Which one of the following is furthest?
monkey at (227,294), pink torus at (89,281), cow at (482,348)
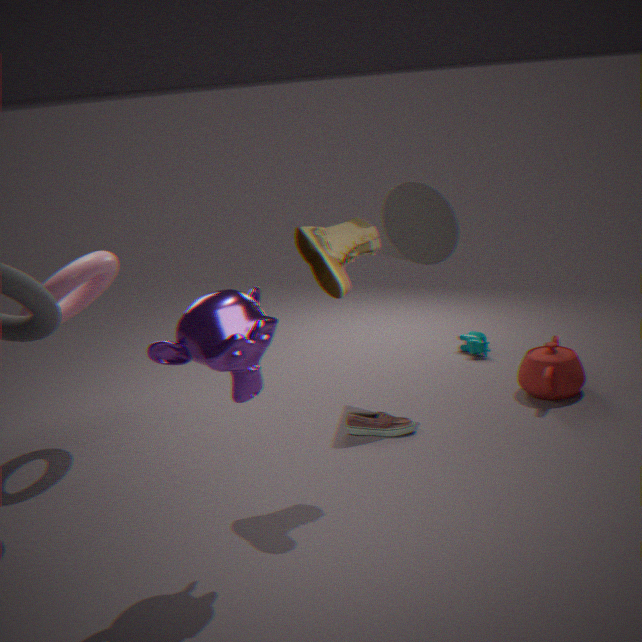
cow at (482,348)
